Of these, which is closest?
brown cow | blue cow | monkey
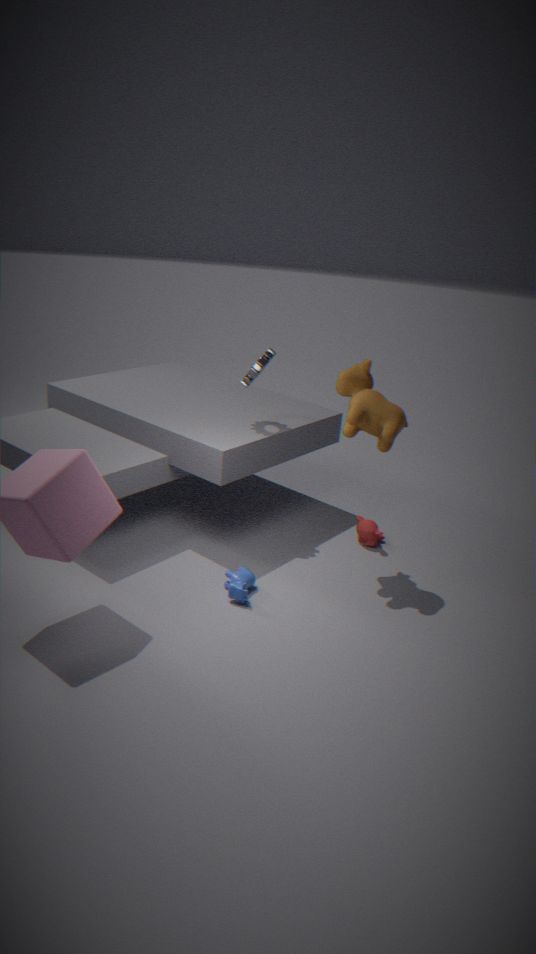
blue cow
